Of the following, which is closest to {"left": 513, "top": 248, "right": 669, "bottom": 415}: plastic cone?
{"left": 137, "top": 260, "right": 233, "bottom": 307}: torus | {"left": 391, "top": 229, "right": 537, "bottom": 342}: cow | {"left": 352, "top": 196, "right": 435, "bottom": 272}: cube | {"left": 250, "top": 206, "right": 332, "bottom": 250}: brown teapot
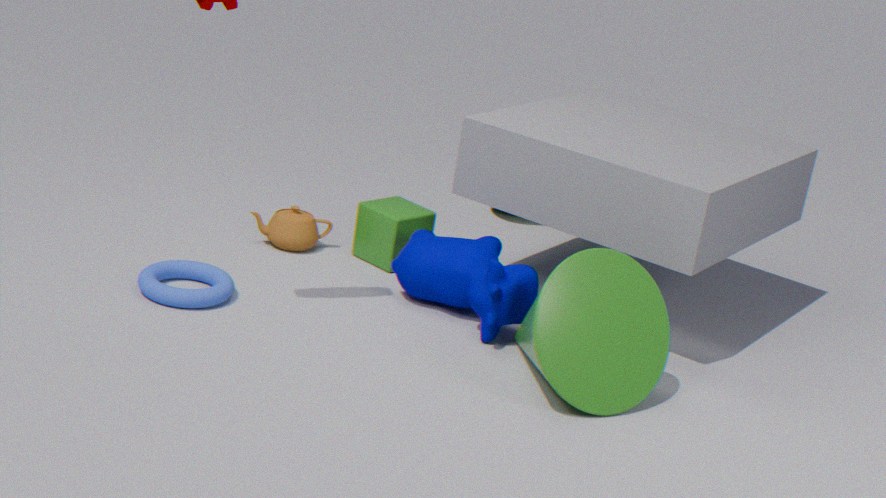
{"left": 391, "top": 229, "right": 537, "bottom": 342}: cow
